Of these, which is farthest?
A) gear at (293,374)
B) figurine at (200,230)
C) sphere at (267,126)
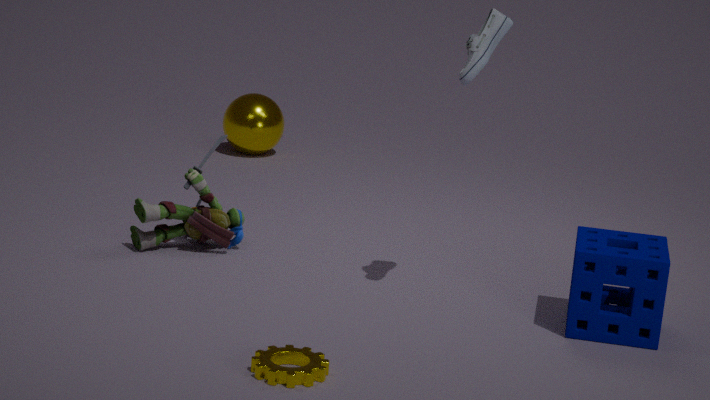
sphere at (267,126)
